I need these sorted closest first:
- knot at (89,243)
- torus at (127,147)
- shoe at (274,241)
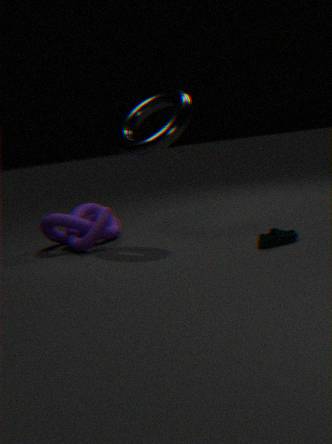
1. shoe at (274,241)
2. torus at (127,147)
3. knot at (89,243)
